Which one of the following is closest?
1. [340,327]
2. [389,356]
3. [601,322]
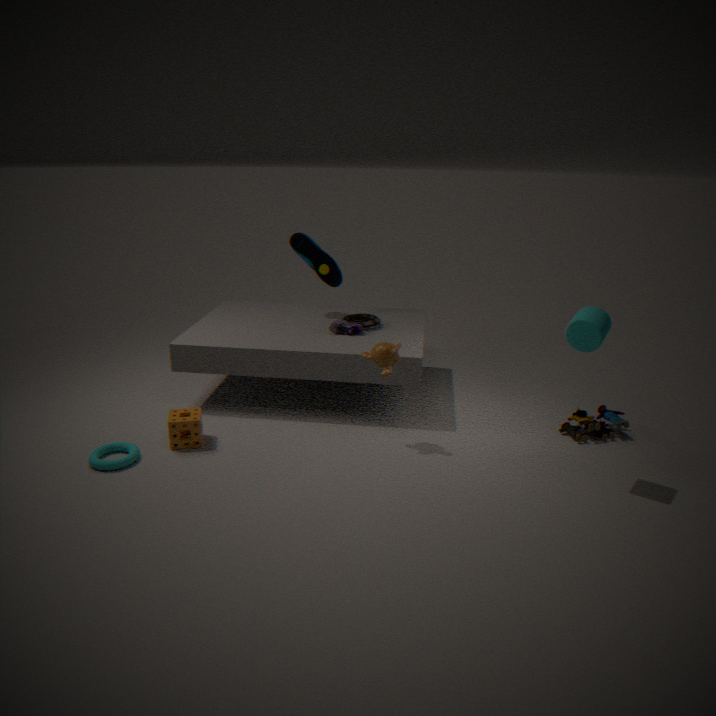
[601,322]
